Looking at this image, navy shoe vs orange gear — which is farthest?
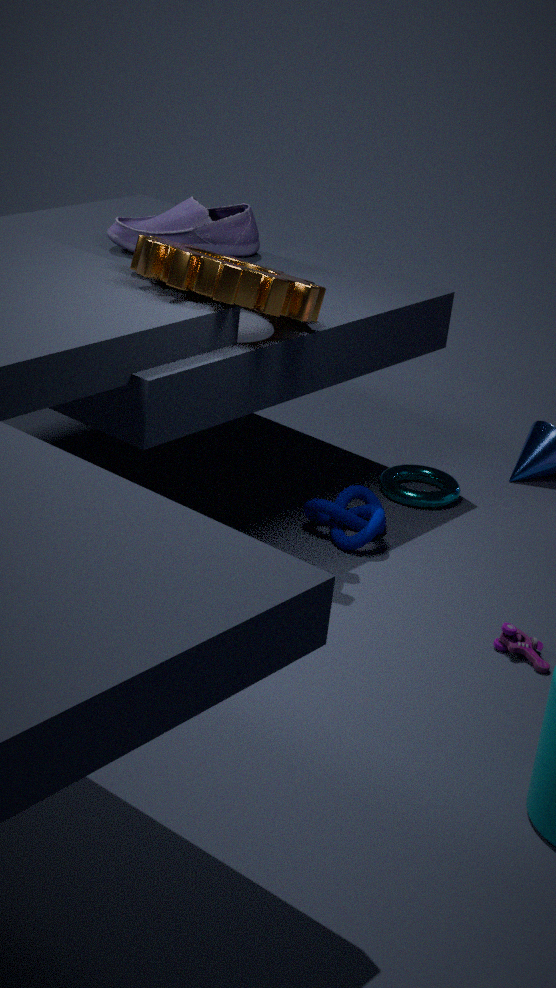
navy shoe
